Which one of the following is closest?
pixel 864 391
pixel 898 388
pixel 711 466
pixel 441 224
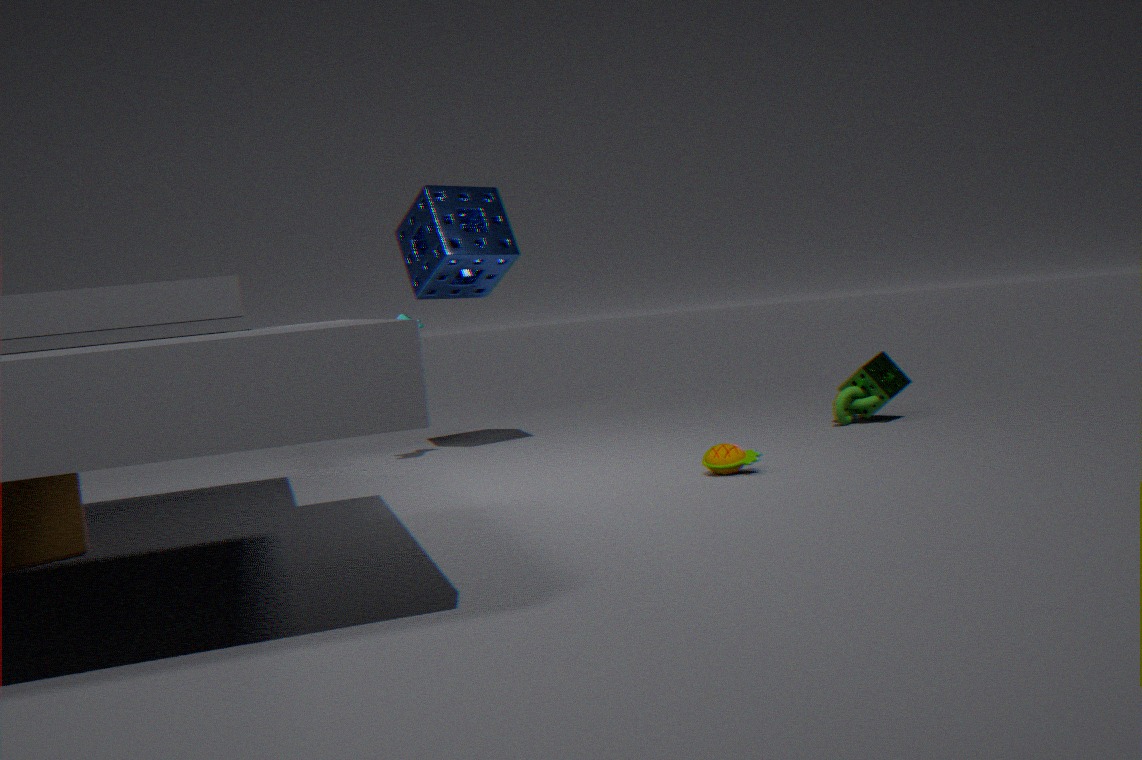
pixel 711 466
